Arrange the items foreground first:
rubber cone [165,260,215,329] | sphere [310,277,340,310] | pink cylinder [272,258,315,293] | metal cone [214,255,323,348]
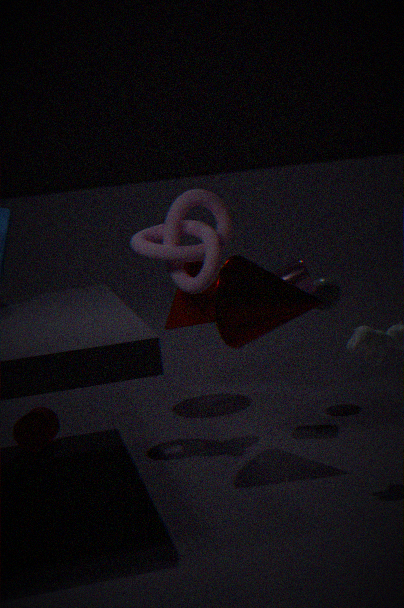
metal cone [214,255,323,348] < pink cylinder [272,258,315,293] < sphere [310,277,340,310] < rubber cone [165,260,215,329]
